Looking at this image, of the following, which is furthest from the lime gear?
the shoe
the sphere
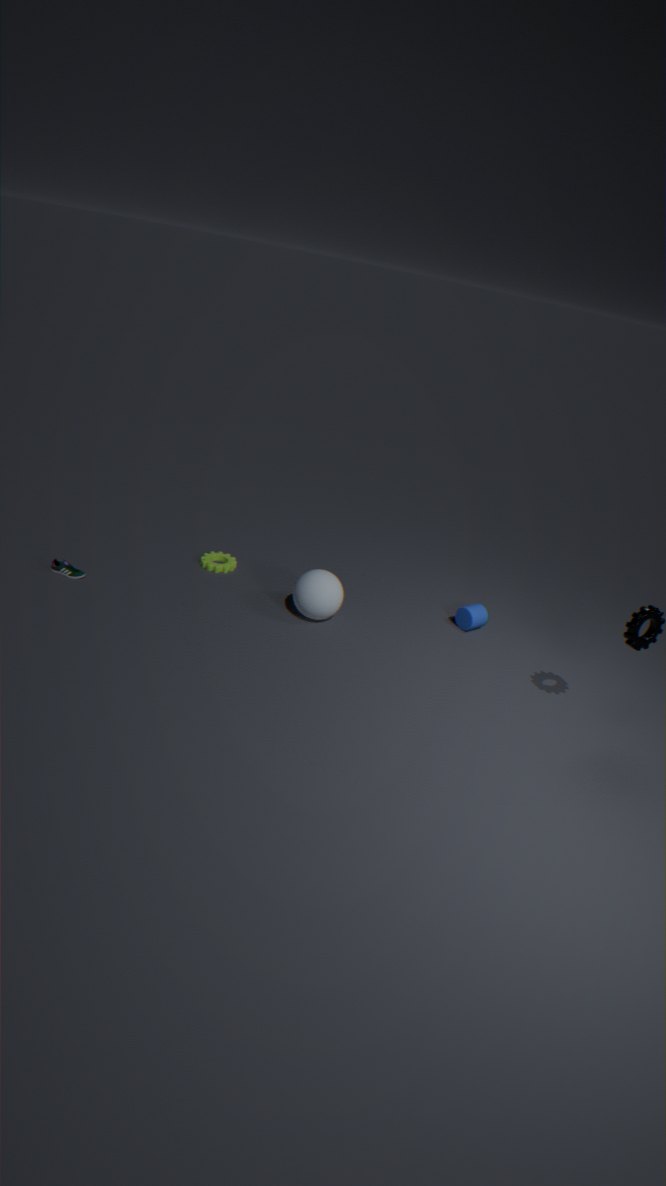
the shoe
